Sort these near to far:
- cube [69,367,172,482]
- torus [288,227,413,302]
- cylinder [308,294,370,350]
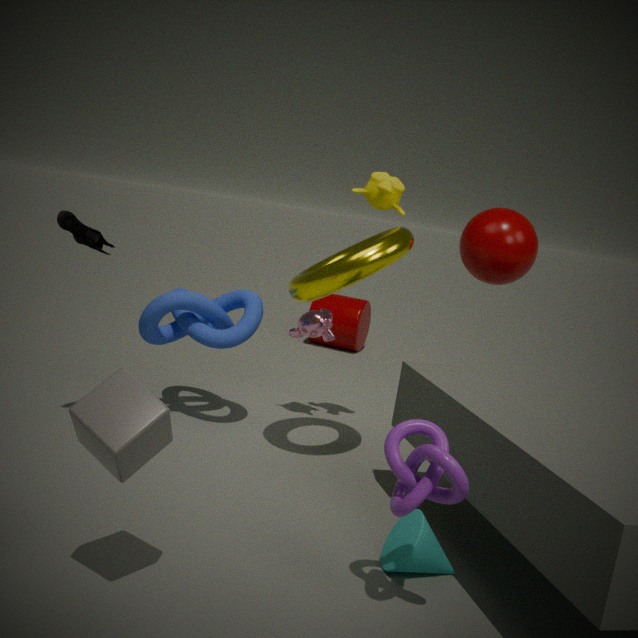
cube [69,367,172,482], torus [288,227,413,302], cylinder [308,294,370,350]
